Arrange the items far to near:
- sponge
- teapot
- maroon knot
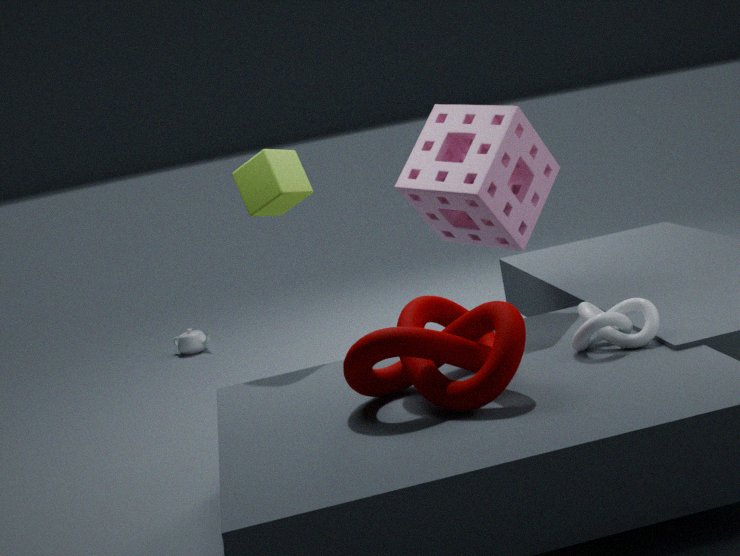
teapot, sponge, maroon knot
